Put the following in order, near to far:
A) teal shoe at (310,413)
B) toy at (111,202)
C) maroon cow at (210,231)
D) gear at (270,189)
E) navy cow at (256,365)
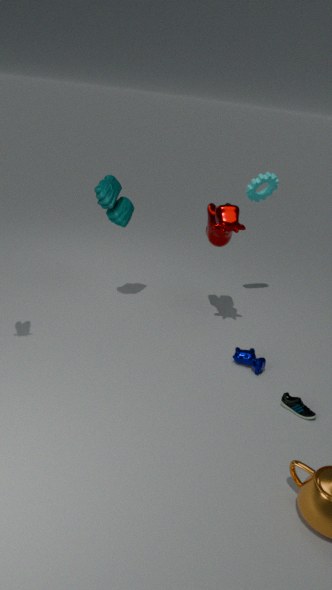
A. teal shoe at (310,413)
E. navy cow at (256,365)
C. maroon cow at (210,231)
B. toy at (111,202)
D. gear at (270,189)
